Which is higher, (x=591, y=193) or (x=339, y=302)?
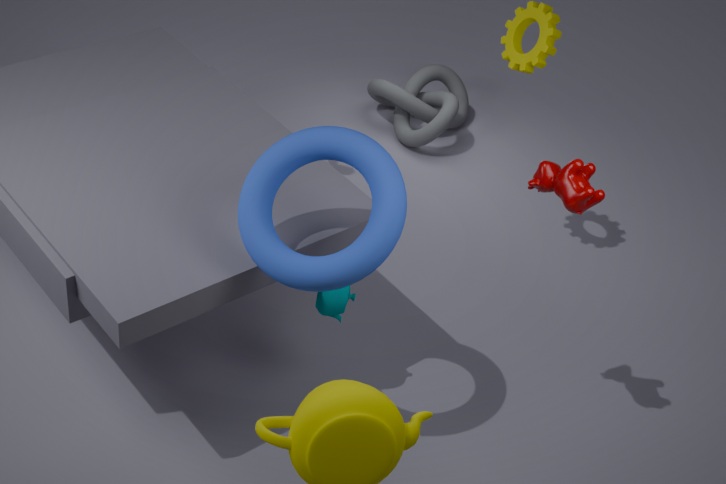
(x=591, y=193)
